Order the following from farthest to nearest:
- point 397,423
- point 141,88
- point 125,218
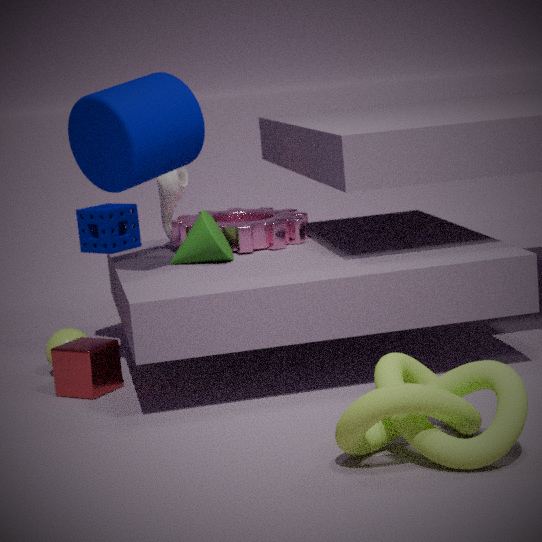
point 125,218, point 141,88, point 397,423
